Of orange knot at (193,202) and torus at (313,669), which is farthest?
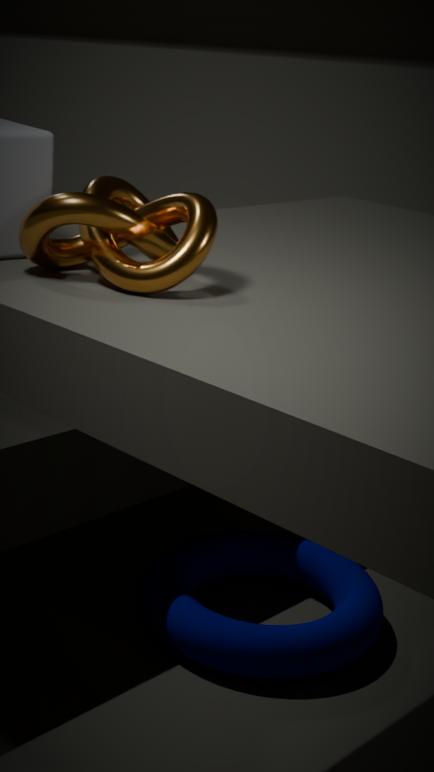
torus at (313,669)
